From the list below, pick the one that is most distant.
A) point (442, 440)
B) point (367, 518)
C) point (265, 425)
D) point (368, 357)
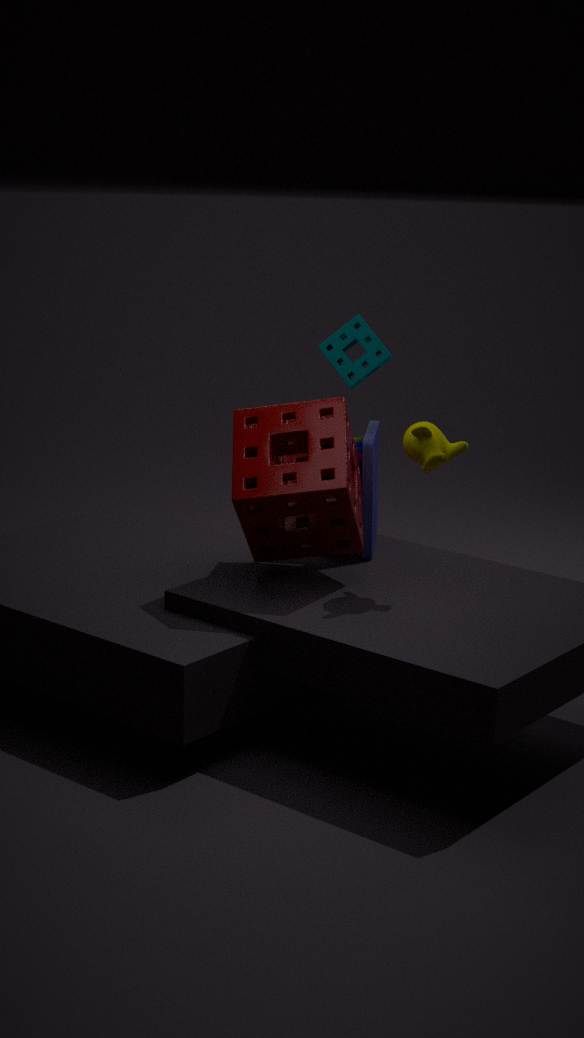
point (368, 357)
